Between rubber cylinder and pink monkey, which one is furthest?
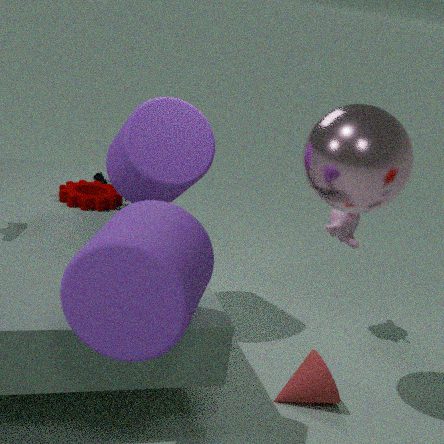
pink monkey
